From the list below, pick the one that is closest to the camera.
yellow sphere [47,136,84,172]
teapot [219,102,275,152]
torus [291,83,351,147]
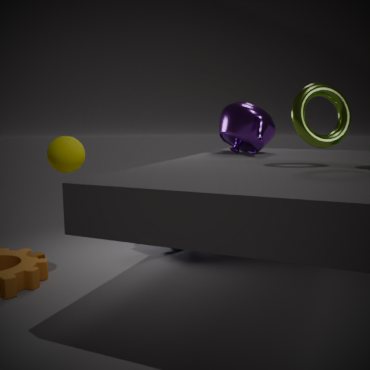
torus [291,83,351,147]
